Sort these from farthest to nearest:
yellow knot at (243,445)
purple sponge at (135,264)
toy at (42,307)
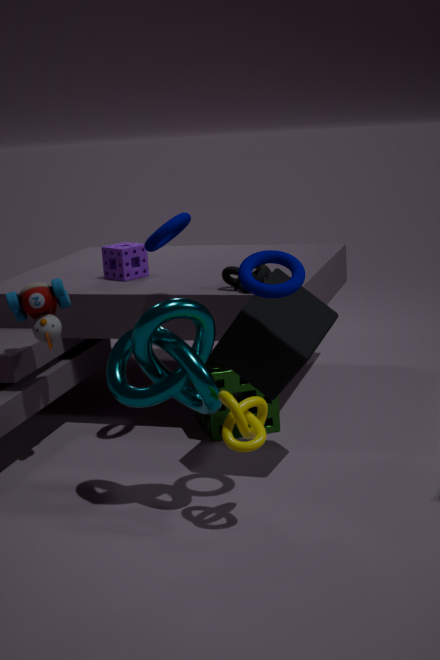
purple sponge at (135,264) < toy at (42,307) < yellow knot at (243,445)
